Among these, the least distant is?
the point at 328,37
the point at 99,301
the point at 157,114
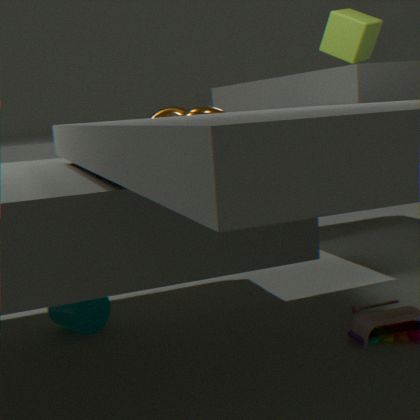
the point at 99,301
